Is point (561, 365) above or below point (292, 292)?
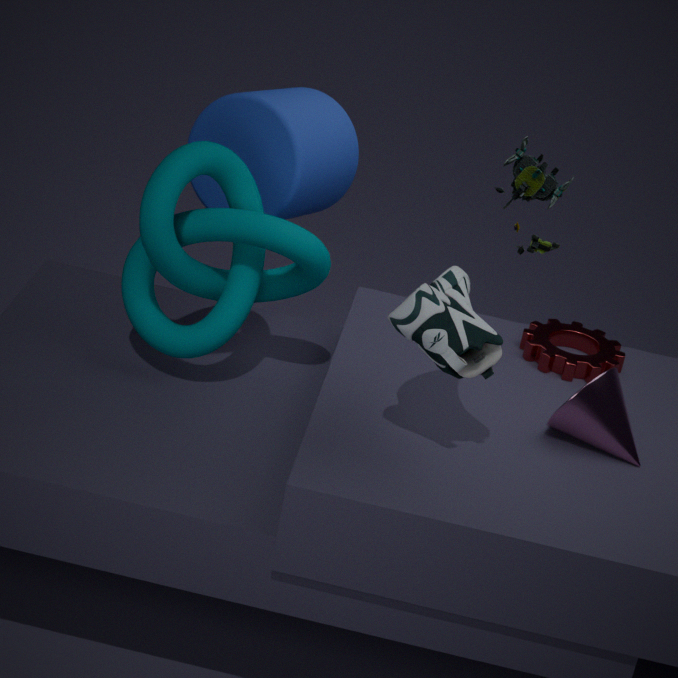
below
